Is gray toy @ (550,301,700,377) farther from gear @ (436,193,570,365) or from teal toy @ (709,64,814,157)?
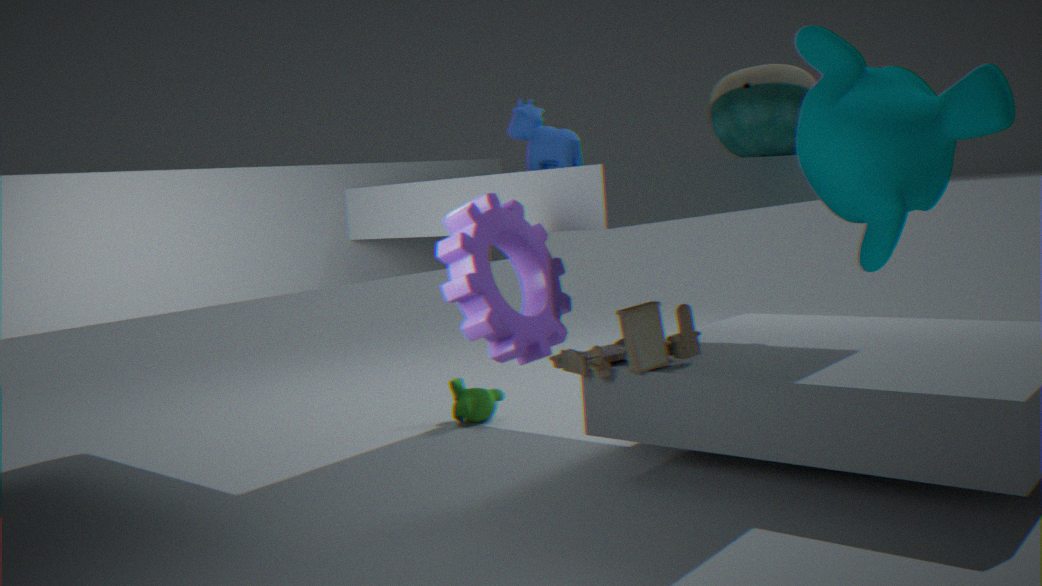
gear @ (436,193,570,365)
